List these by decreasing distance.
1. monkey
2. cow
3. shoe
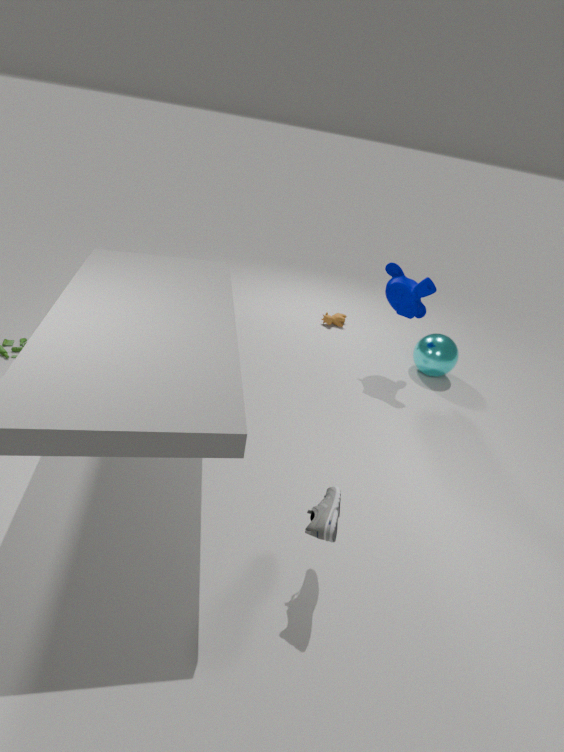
cow < monkey < shoe
